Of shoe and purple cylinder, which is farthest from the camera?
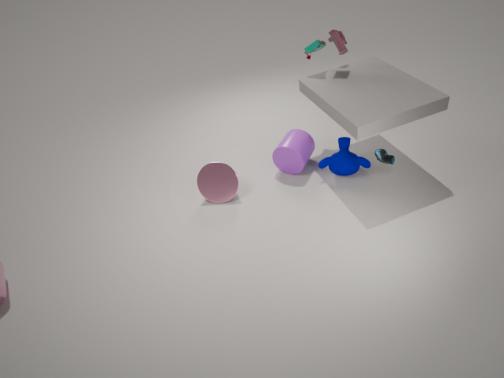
purple cylinder
